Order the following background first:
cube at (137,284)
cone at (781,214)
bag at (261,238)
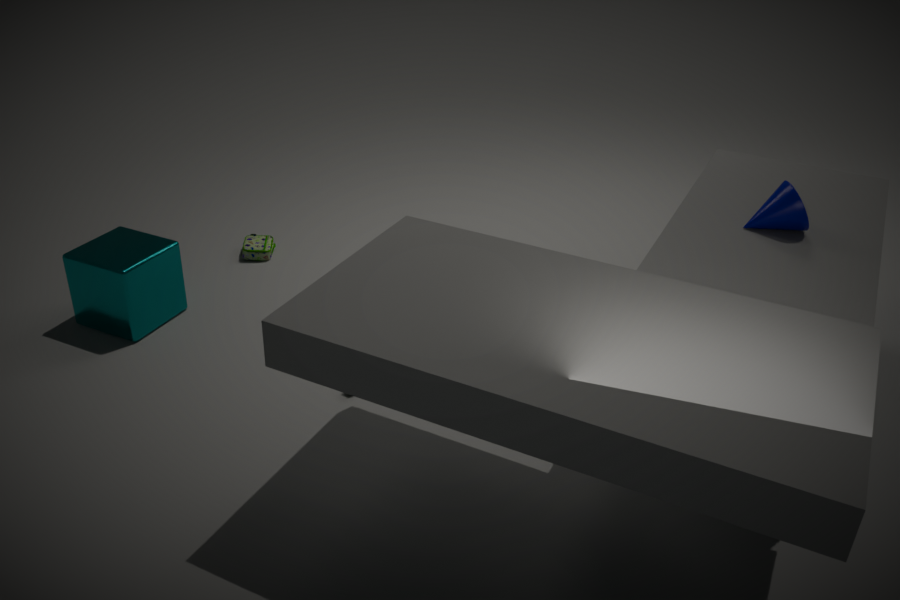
bag at (261,238)
cube at (137,284)
cone at (781,214)
